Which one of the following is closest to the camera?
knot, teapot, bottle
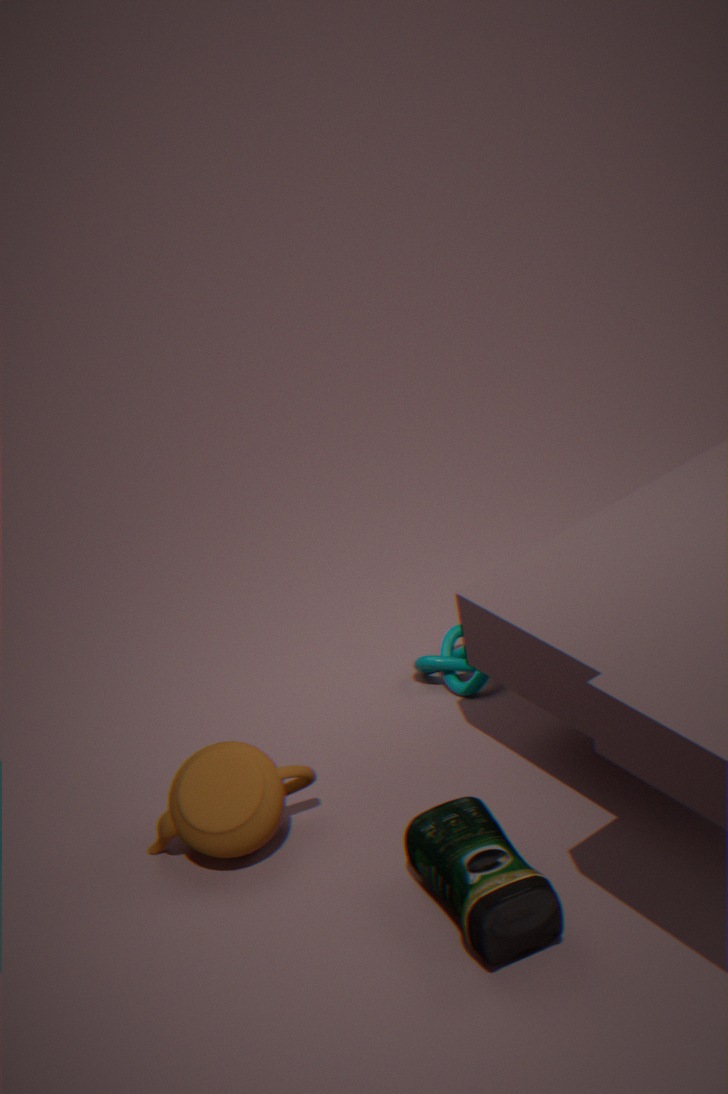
bottle
